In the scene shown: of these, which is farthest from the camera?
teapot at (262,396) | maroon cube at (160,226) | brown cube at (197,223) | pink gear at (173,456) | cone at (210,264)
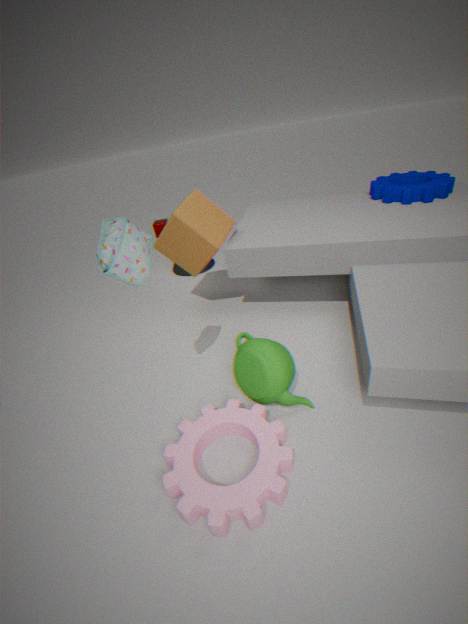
maroon cube at (160,226)
